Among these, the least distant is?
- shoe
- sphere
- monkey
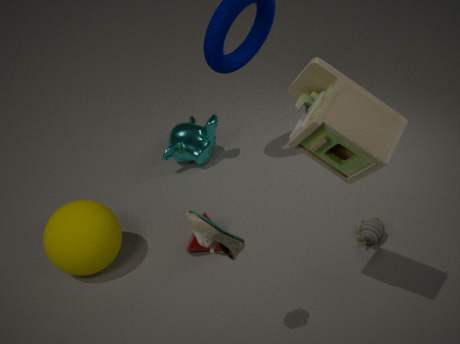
shoe
